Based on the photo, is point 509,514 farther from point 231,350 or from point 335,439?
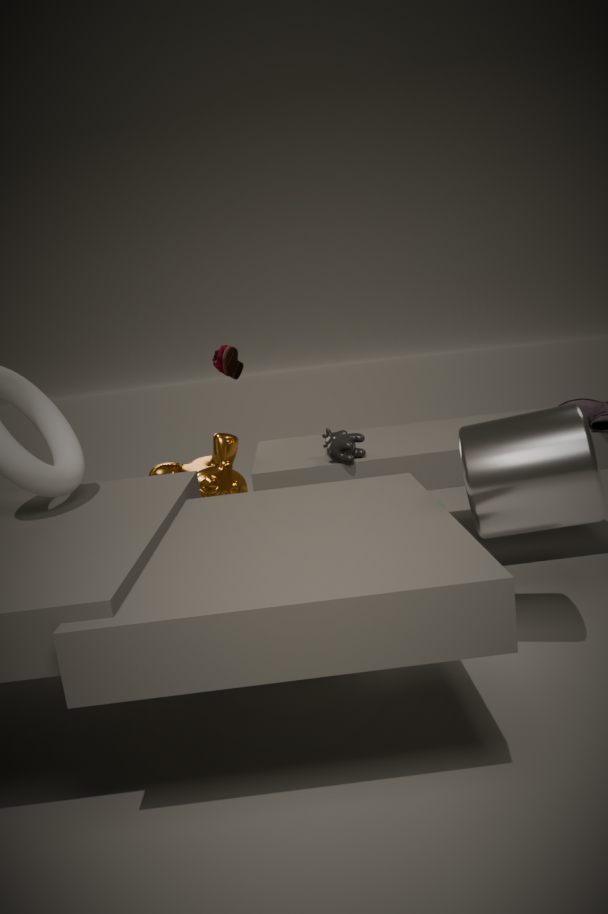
point 231,350
